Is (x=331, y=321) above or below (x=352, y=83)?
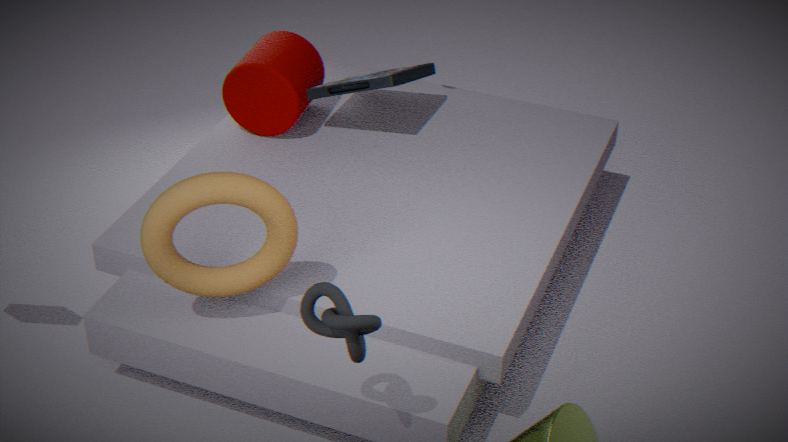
above
